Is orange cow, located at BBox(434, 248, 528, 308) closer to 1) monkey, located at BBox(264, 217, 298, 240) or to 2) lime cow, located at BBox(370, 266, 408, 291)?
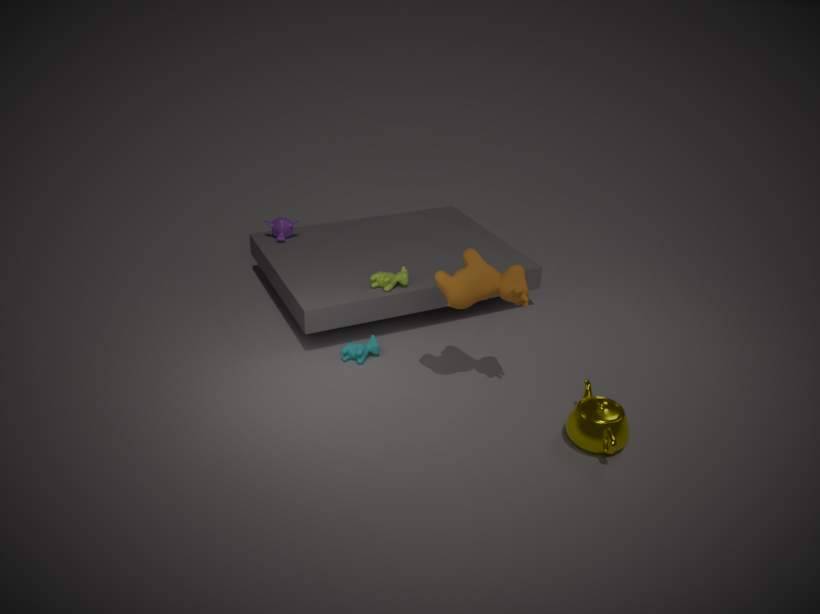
2) lime cow, located at BBox(370, 266, 408, 291)
